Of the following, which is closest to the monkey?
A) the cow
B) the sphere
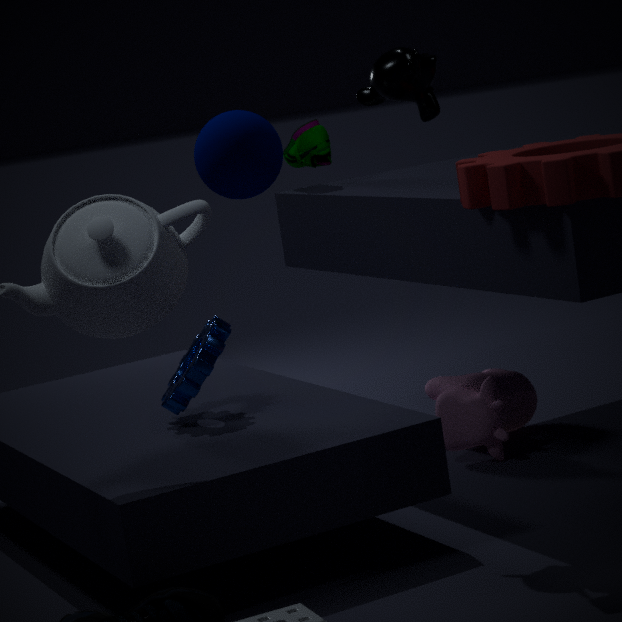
the sphere
